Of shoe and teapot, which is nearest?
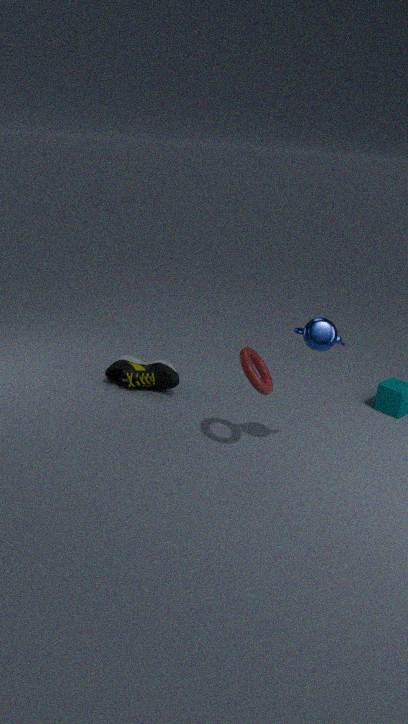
teapot
